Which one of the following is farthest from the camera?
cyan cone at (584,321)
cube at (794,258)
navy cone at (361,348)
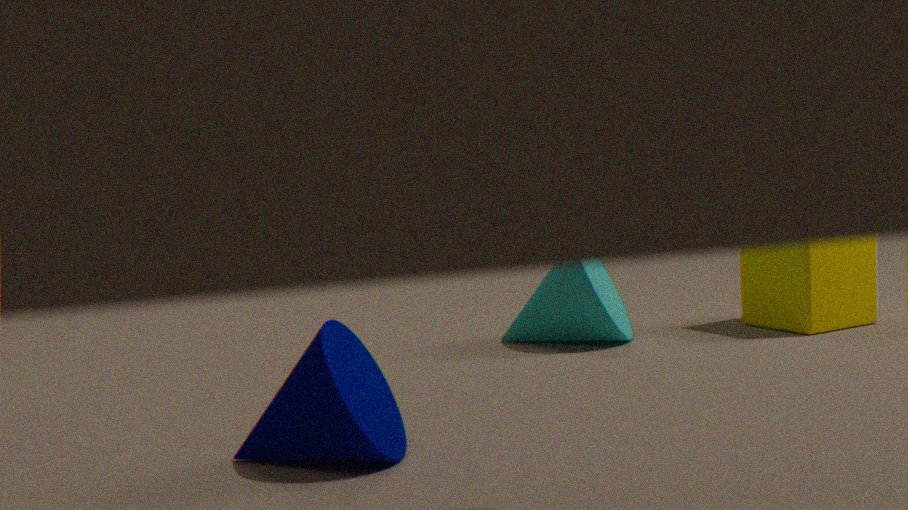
cube at (794,258)
